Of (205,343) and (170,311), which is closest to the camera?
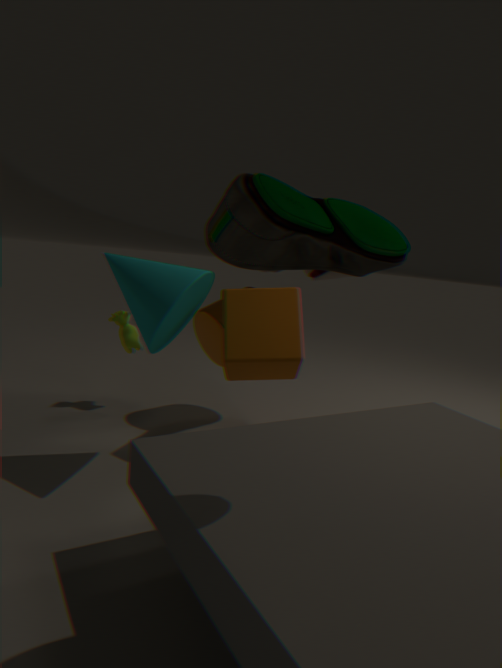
(170,311)
